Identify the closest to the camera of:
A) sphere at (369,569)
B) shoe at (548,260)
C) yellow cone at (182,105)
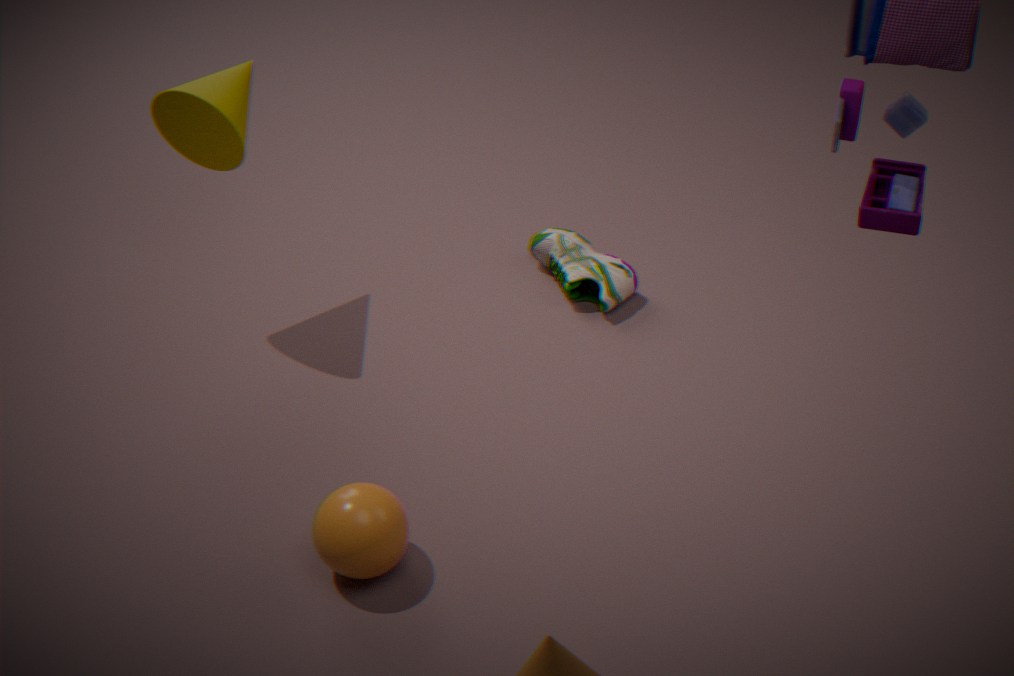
sphere at (369,569)
